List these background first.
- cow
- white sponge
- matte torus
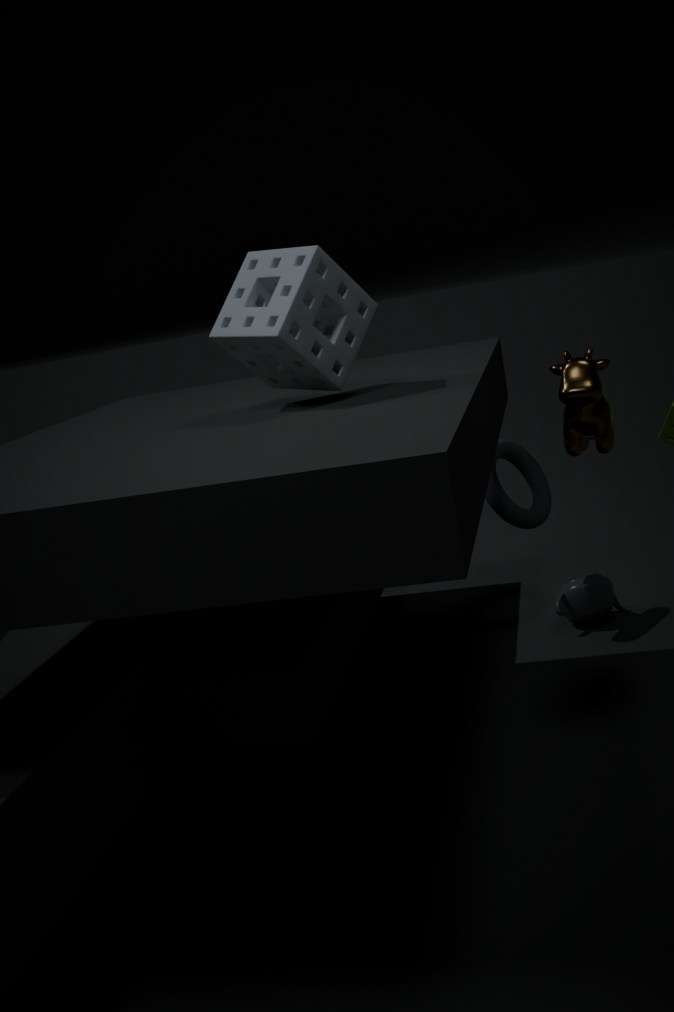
matte torus < cow < white sponge
